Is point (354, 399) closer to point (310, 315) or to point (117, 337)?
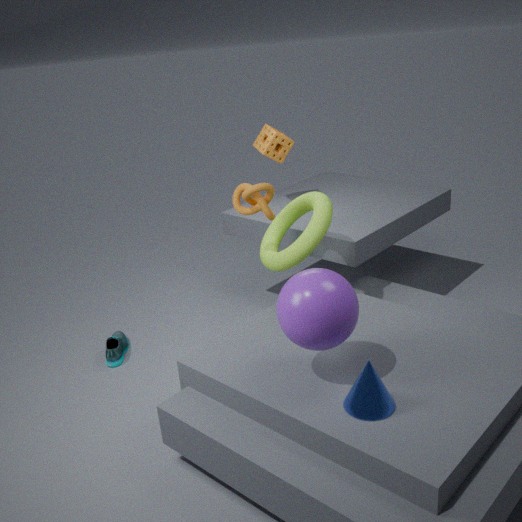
point (310, 315)
